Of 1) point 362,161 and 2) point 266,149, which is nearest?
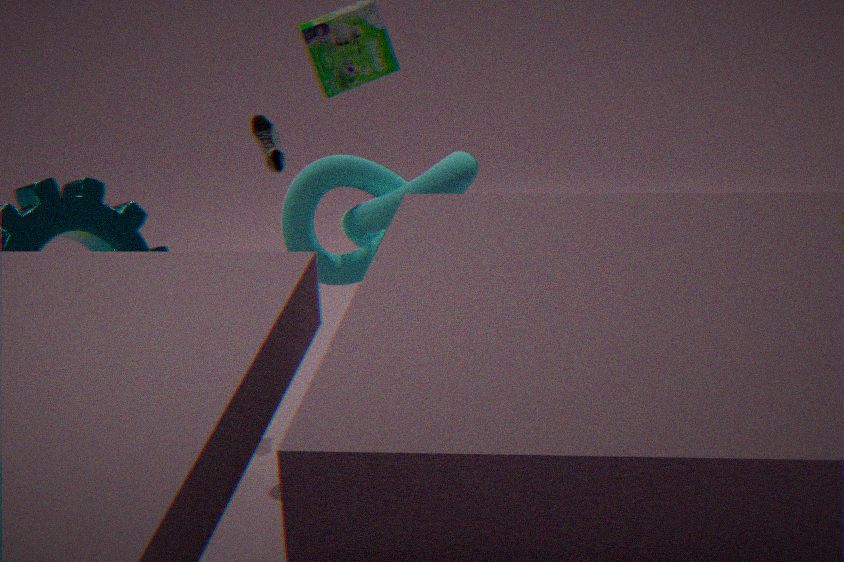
1. point 362,161
